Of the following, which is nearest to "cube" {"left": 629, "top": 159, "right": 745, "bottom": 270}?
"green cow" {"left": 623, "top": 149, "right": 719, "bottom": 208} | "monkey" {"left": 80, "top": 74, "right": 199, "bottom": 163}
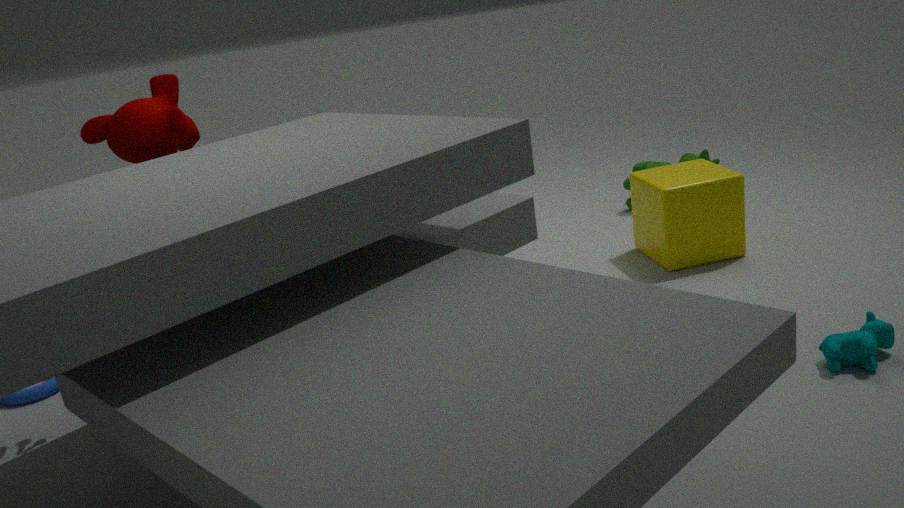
"green cow" {"left": 623, "top": 149, "right": 719, "bottom": 208}
